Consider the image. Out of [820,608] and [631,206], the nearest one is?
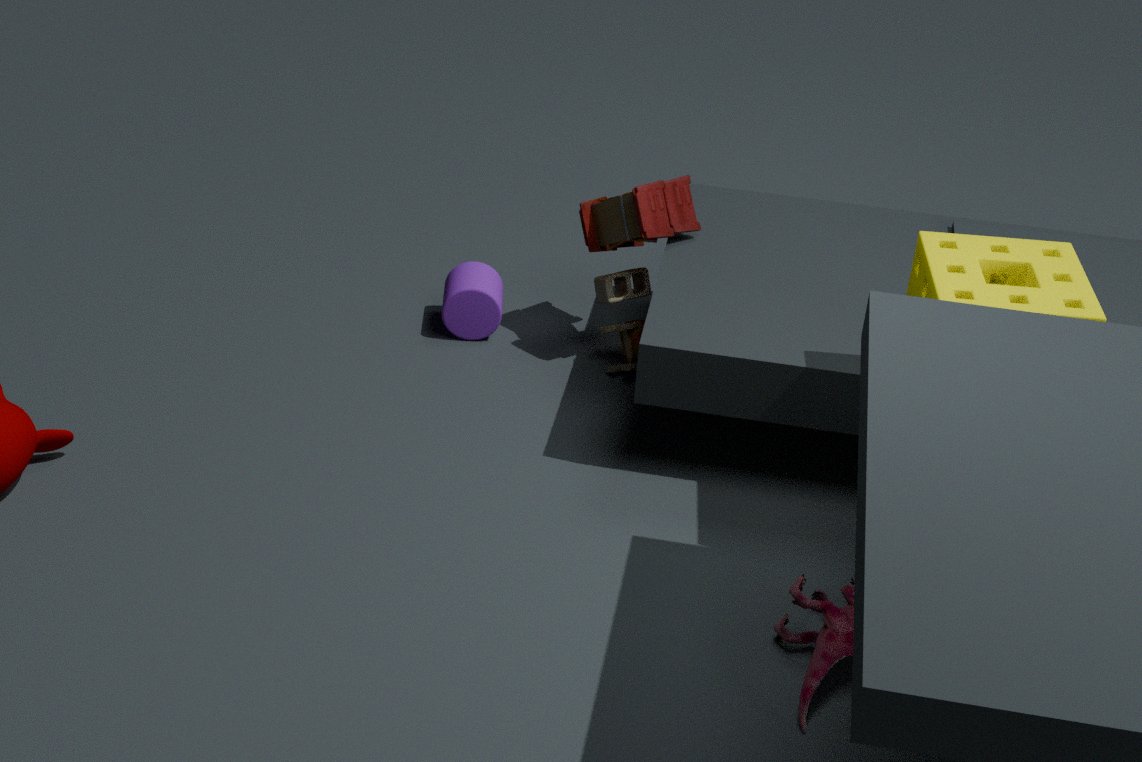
[820,608]
